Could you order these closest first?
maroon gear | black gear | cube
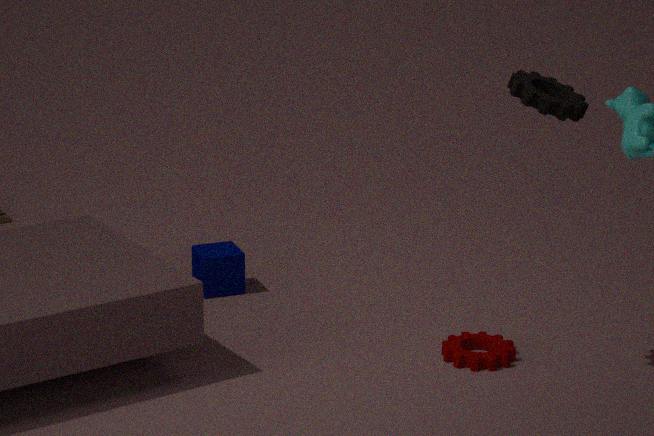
black gear < maroon gear < cube
